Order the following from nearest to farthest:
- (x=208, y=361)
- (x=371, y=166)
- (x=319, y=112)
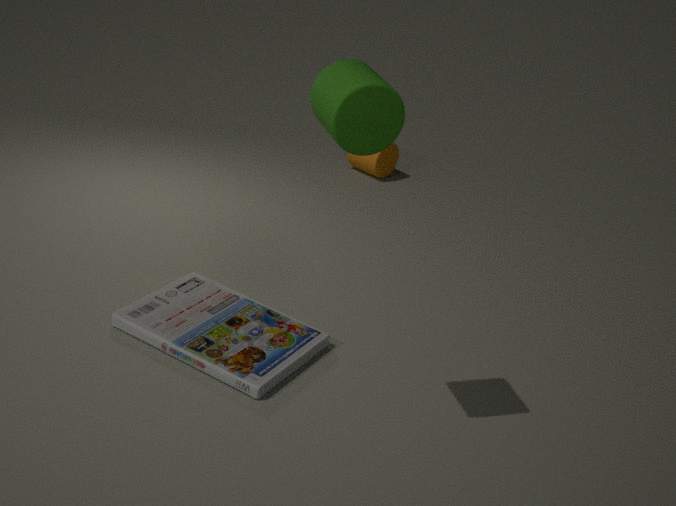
(x=319, y=112)
(x=208, y=361)
(x=371, y=166)
